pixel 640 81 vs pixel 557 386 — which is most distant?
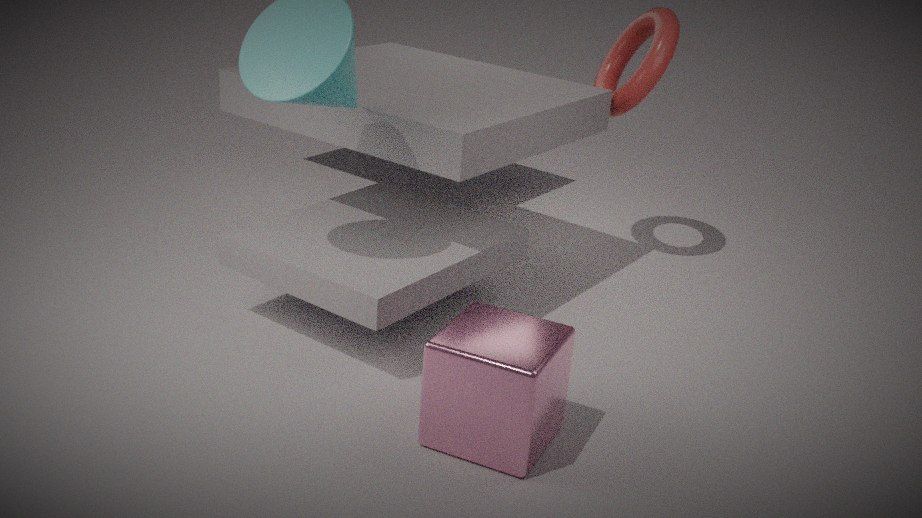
pixel 640 81
